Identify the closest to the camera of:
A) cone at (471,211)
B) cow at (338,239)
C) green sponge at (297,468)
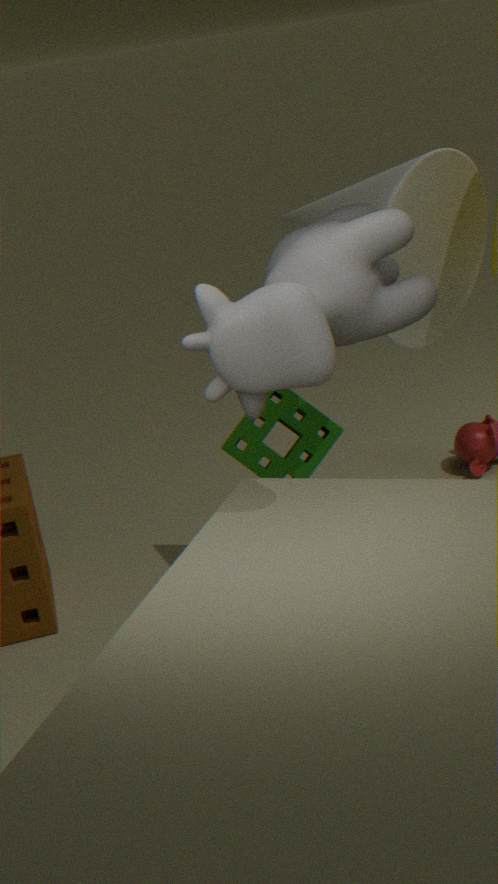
cow at (338,239)
